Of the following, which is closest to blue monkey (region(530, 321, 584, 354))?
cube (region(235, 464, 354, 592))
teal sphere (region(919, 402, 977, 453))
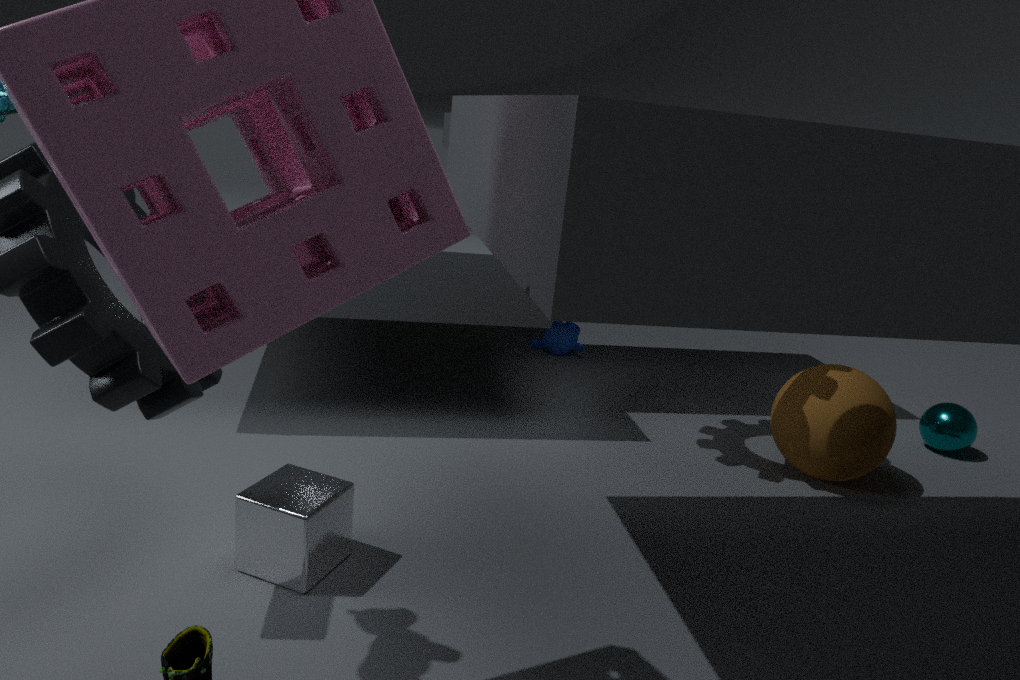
teal sphere (region(919, 402, 977, 453))
